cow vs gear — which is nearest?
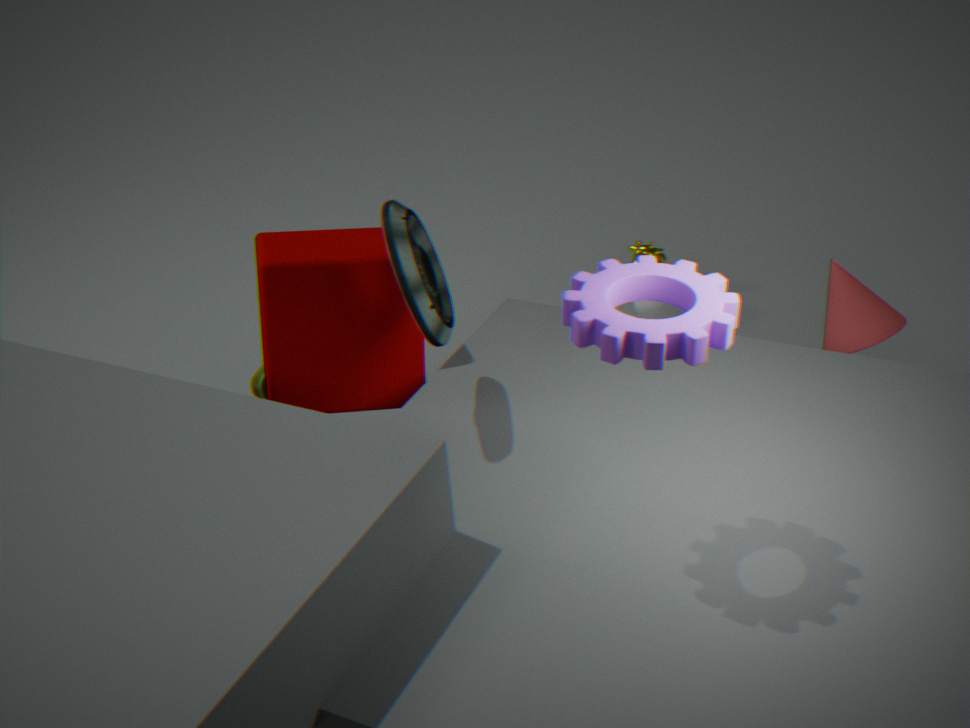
gear
